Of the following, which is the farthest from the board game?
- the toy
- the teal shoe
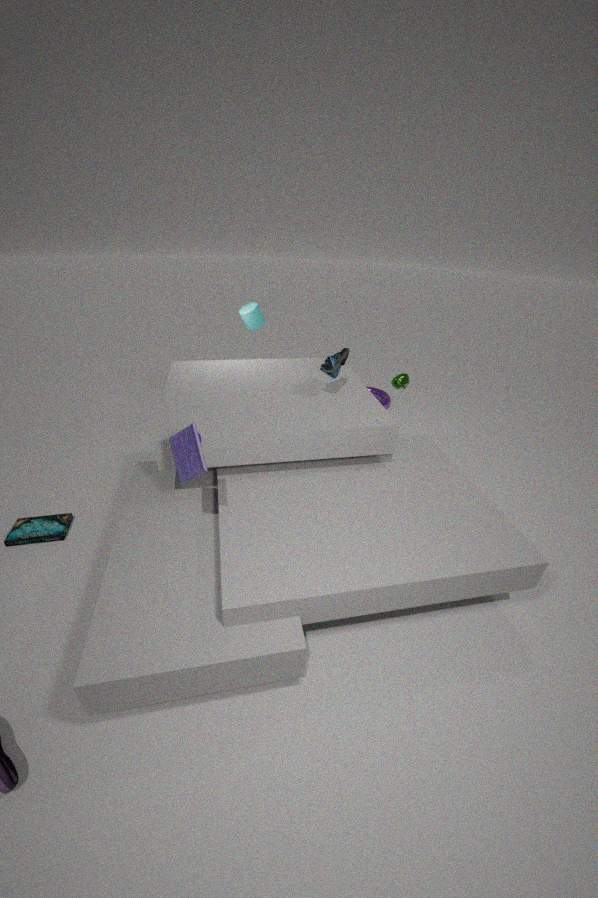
the teal shoe
